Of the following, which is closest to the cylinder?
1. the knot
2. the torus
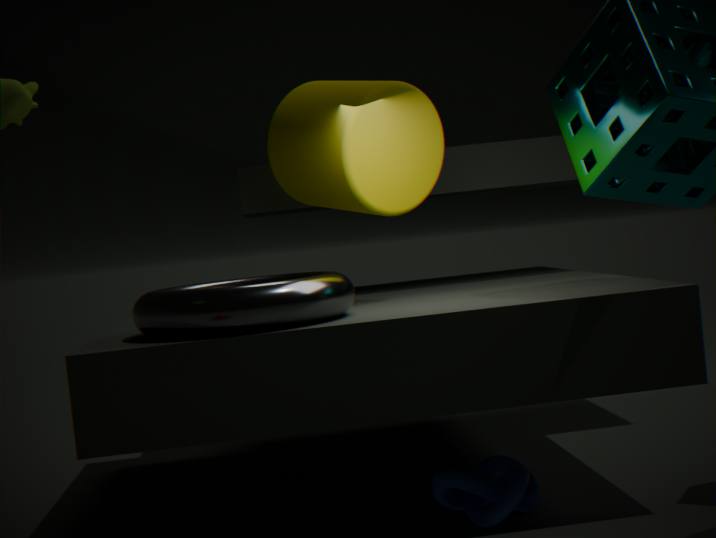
the torus
